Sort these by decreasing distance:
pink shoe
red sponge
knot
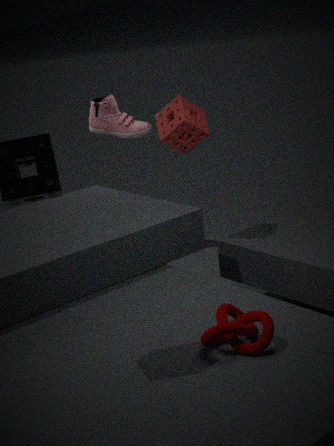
pink shoe
red sponge
knot
